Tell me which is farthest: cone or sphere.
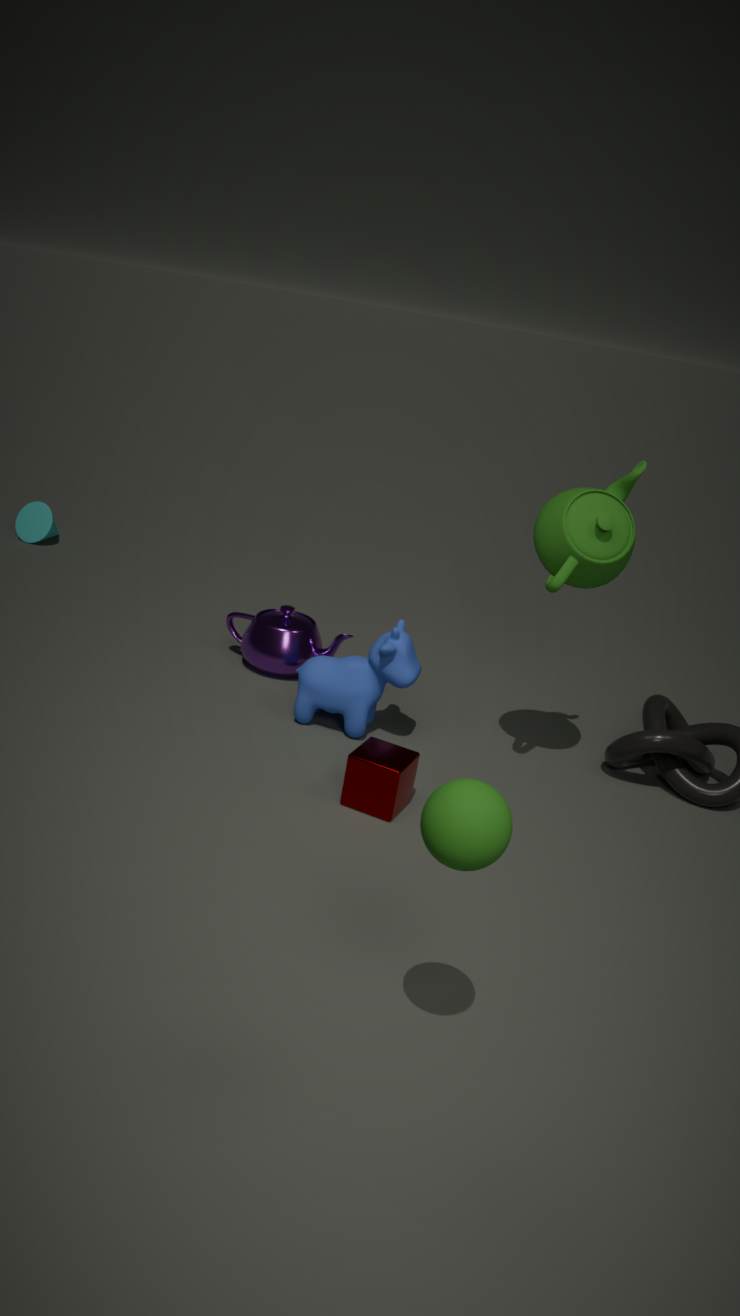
cone
